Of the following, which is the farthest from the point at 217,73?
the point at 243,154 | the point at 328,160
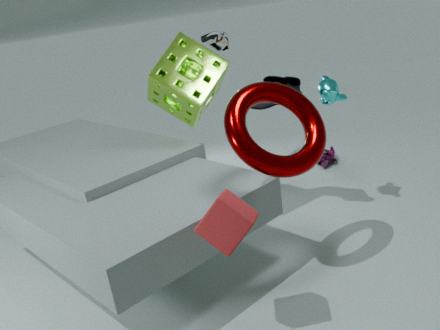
the point at 328,160
